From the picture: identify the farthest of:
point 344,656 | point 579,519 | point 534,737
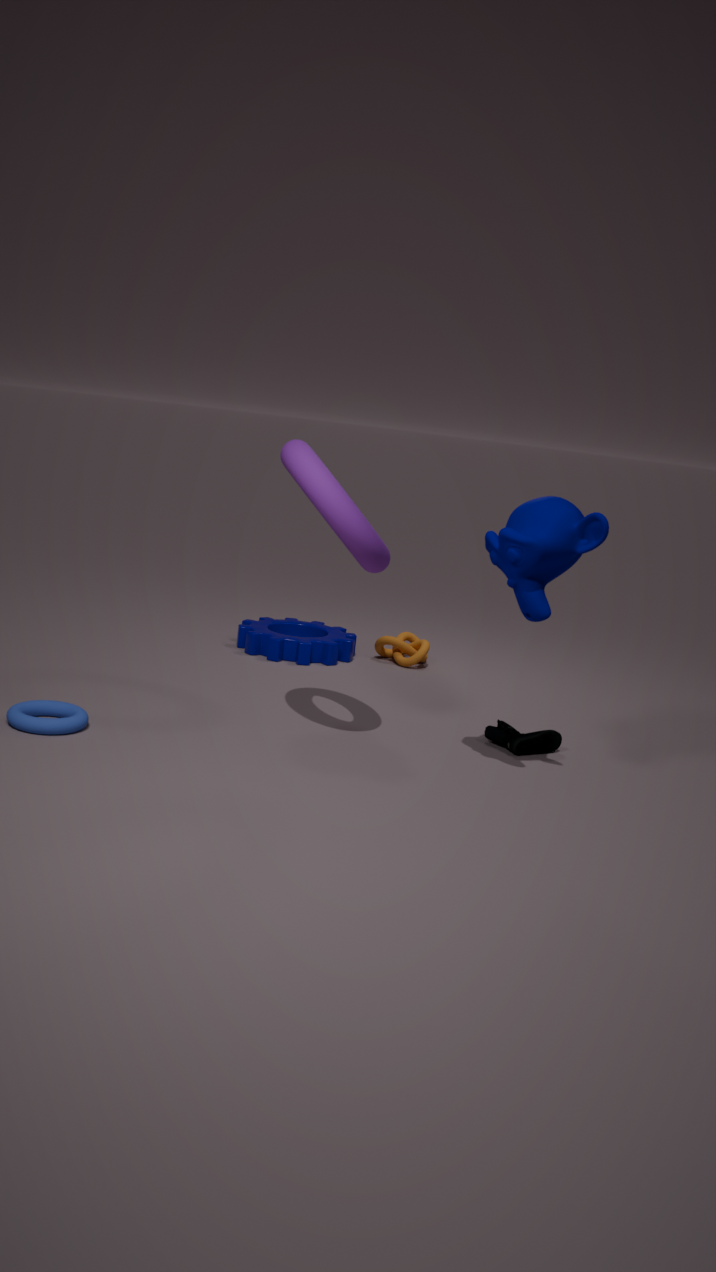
point 344,656
